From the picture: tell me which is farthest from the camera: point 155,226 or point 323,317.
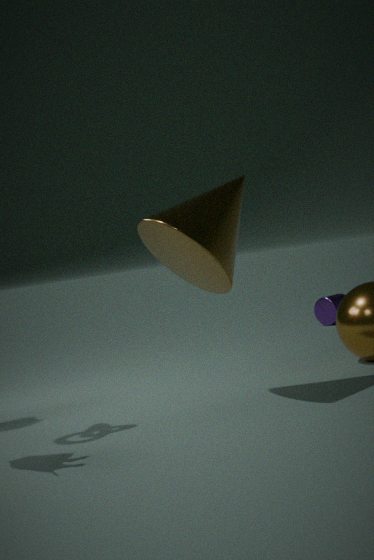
point 323,317
